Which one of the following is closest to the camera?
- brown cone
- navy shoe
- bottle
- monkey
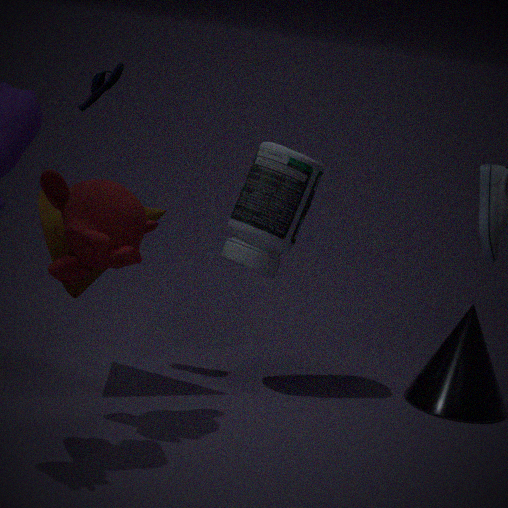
monkey
